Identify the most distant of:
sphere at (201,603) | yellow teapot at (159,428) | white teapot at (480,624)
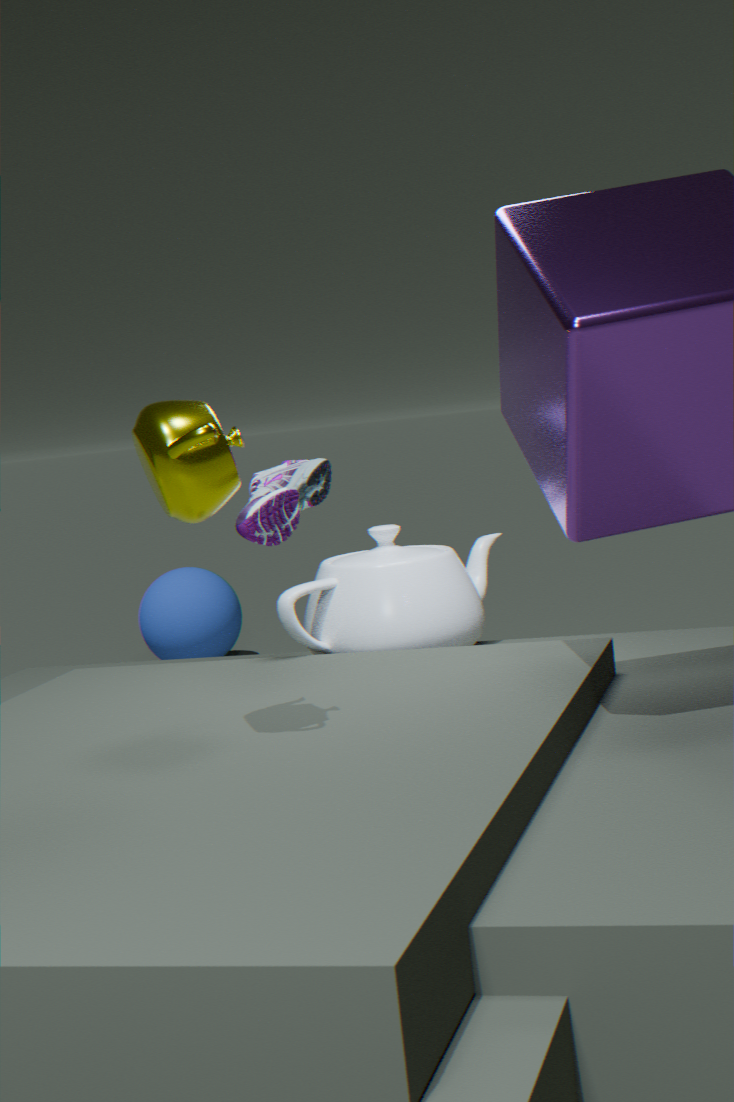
sphere at (201,603)
